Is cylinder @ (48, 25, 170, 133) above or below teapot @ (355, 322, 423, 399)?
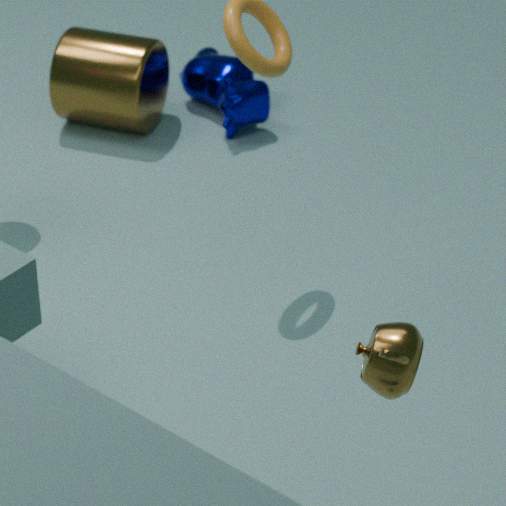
below
